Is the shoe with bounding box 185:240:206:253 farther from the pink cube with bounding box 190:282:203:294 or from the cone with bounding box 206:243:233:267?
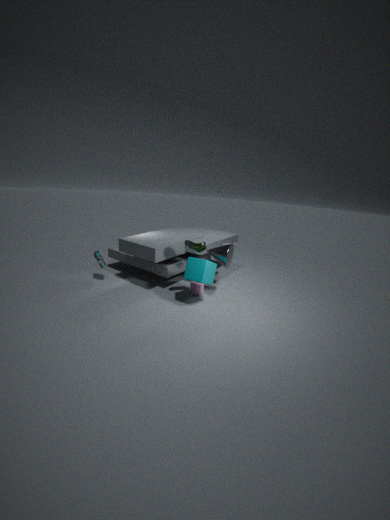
the pink cube with bounding box 190:282:203:294
